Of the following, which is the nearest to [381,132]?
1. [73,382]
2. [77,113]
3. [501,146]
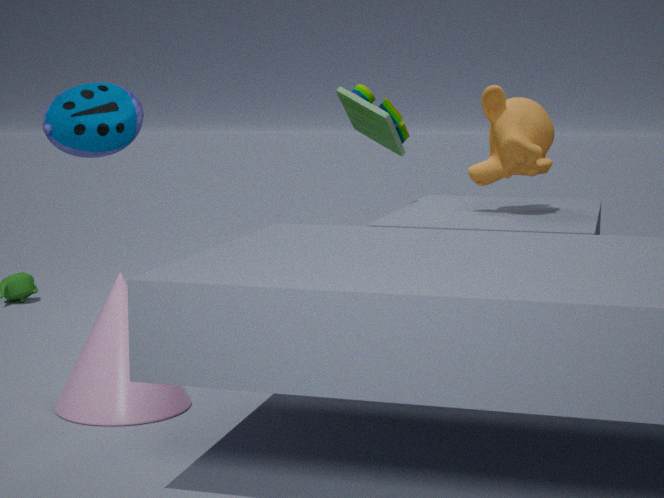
[501,146]
